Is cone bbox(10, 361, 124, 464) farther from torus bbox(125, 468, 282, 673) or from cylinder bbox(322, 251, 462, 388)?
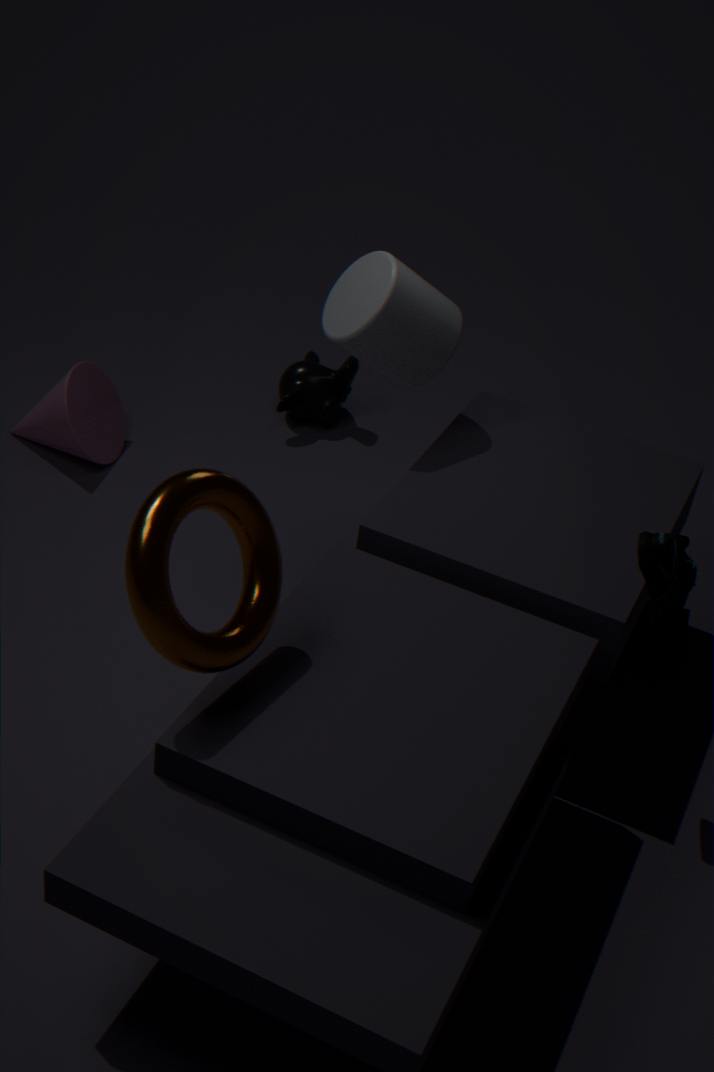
torus bbox(125, 468, 282, 673)
